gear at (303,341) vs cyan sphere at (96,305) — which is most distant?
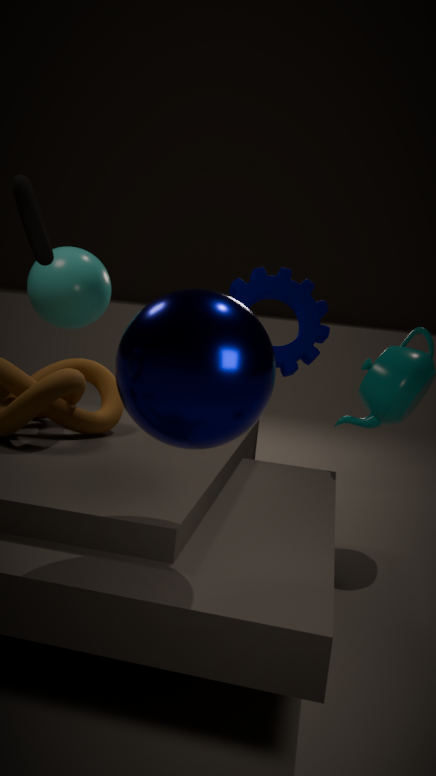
gear at (303,341)
